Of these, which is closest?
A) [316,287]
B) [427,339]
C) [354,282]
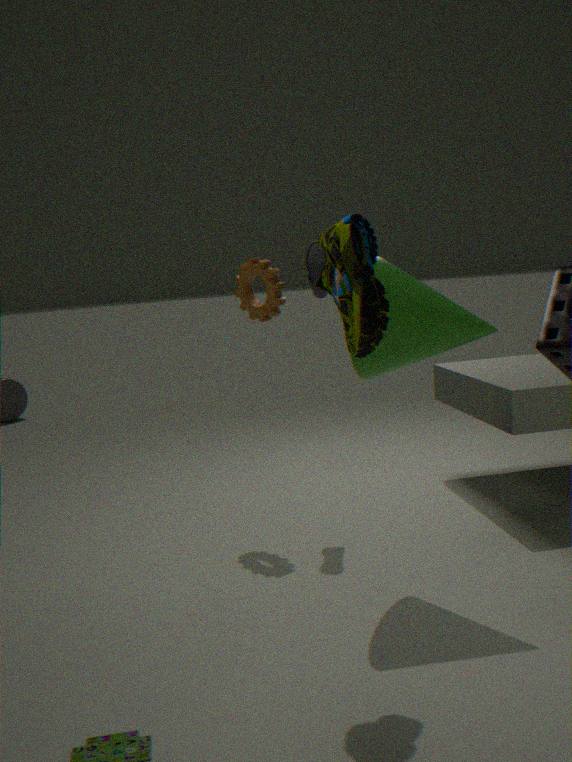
[354,282]
